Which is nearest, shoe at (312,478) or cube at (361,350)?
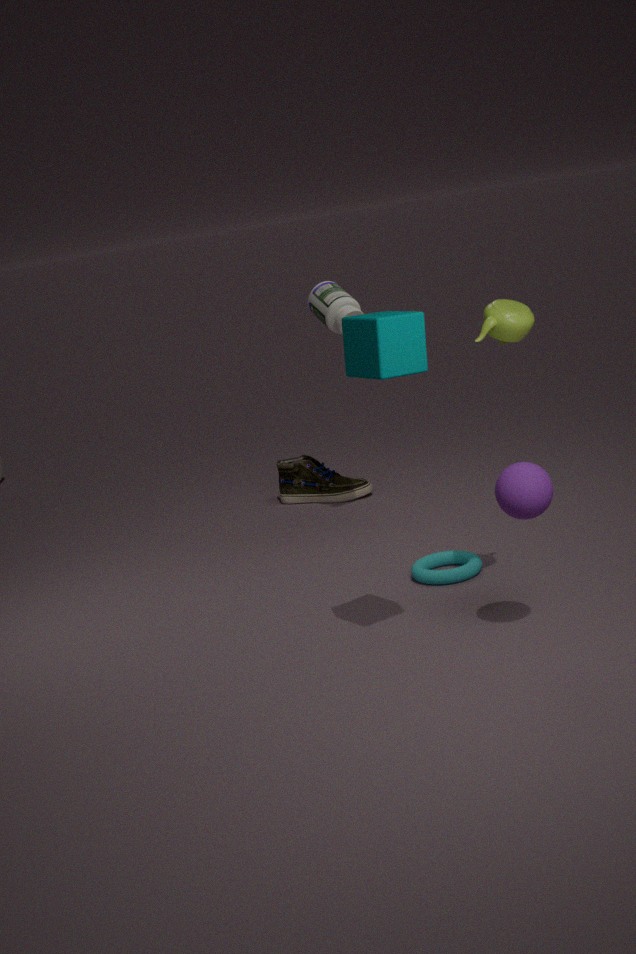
cube at (361,350)
